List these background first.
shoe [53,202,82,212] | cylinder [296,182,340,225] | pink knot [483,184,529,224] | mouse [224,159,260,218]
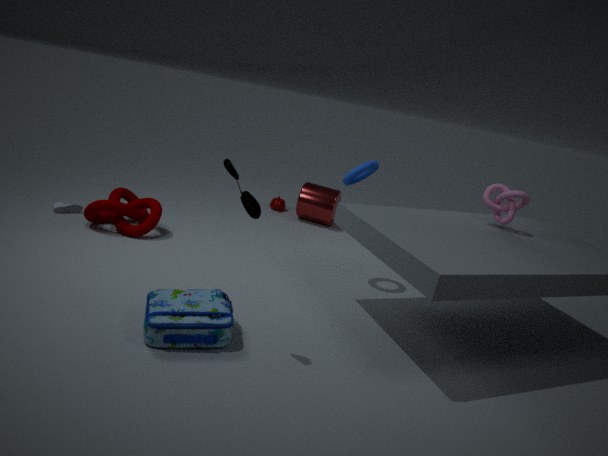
1. cylinder [296,182,340,225]
2. shoe [53,202,82,212]
3. pink knot [483,184,529,224]
4. mouse [224,159,260,218]
